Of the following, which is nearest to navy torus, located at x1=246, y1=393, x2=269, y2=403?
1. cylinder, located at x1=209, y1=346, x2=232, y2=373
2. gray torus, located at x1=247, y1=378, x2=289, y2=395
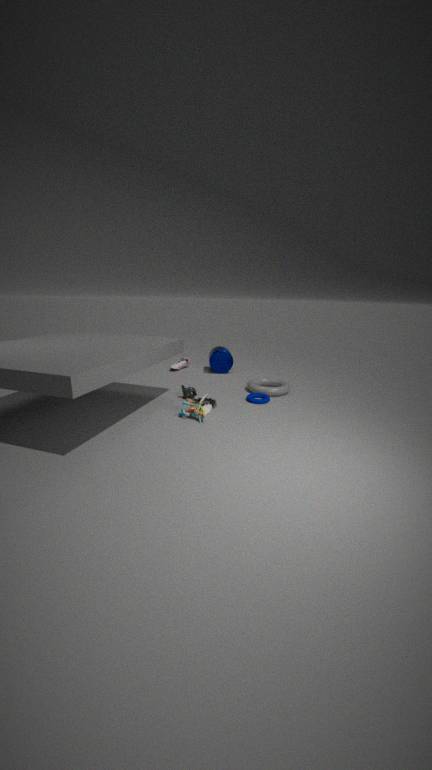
gray torus, located at x1=247, y1=378, x2=289, y2=395
